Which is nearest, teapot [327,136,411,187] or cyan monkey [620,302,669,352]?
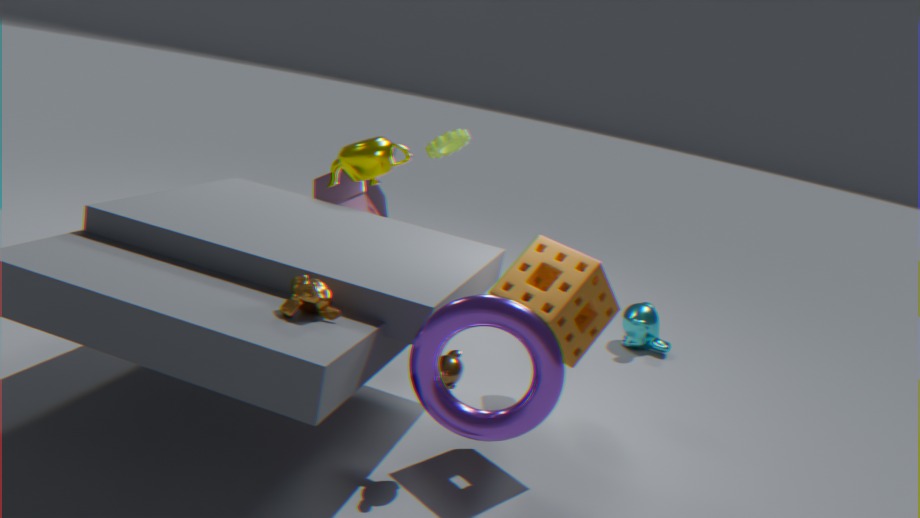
teapot [327,136,411,187]
